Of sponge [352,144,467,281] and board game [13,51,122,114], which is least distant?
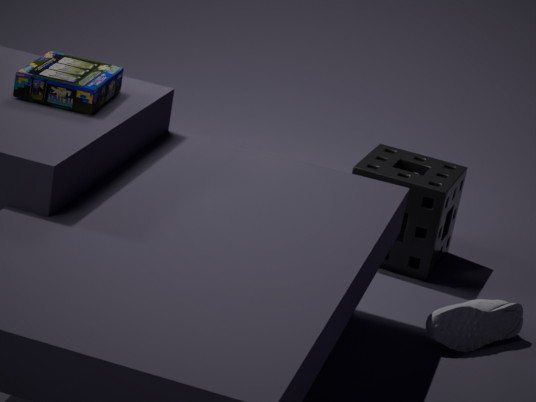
board game [13,51,122,114]
